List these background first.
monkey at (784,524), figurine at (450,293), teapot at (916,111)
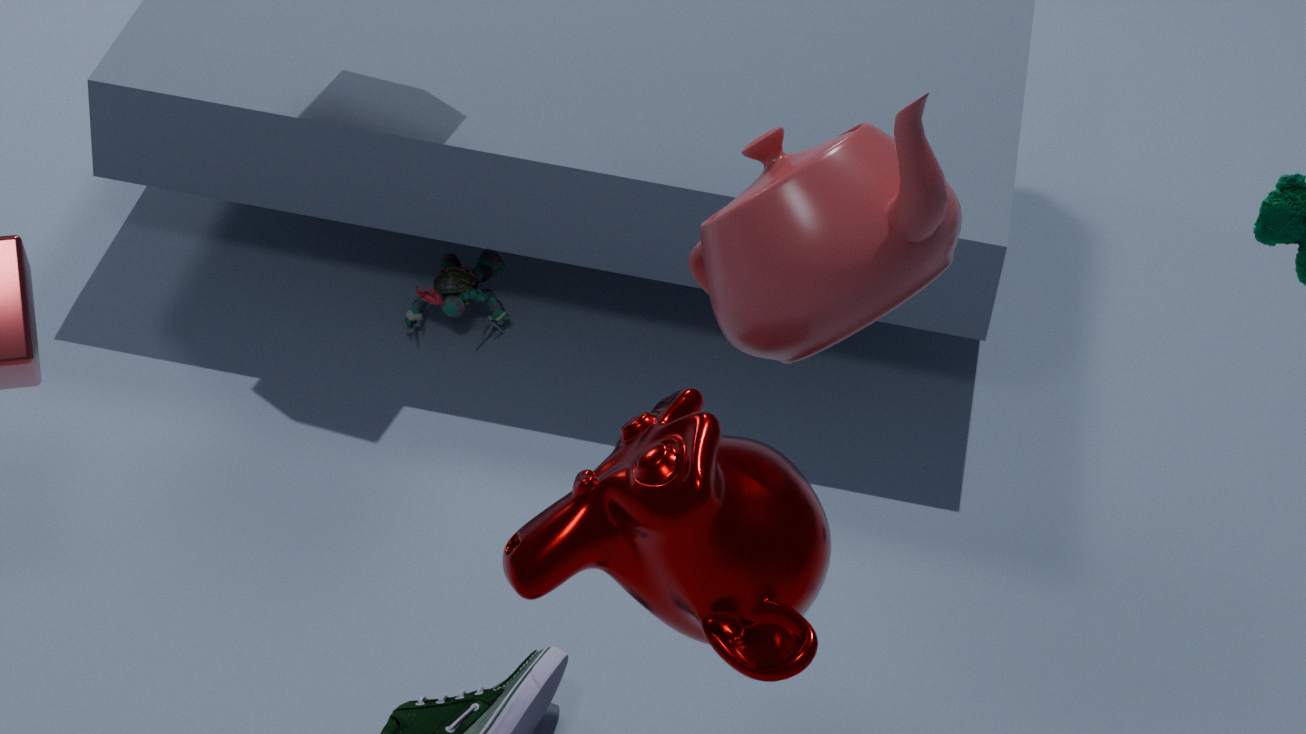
figurine at (450,293) < teapot at (916,111) < monkey at (784,524)
